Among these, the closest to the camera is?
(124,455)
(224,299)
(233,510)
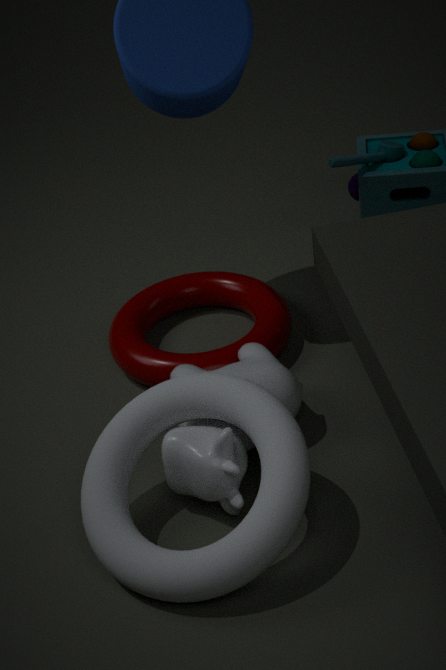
(124,455)
